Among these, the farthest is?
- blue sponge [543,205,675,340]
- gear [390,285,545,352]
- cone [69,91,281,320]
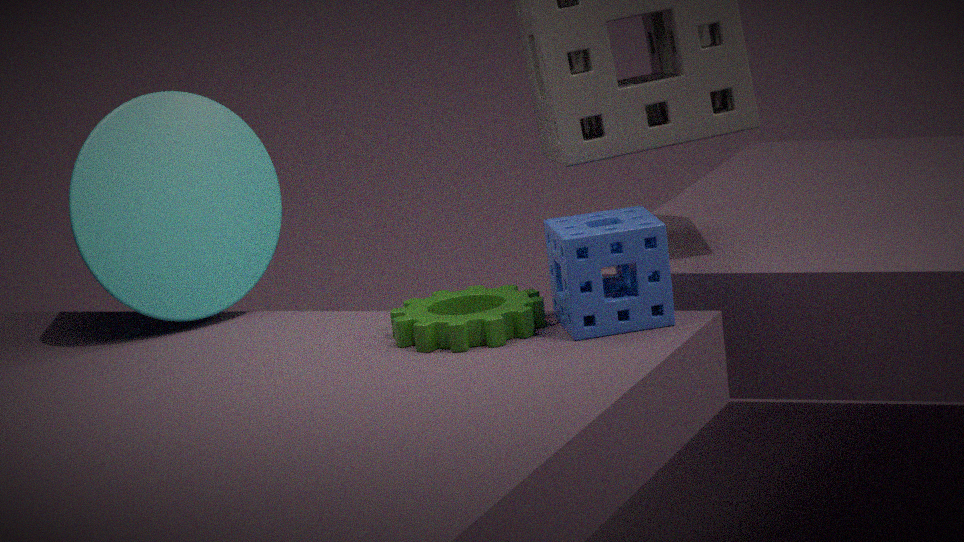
cone [69,91,281,320]
